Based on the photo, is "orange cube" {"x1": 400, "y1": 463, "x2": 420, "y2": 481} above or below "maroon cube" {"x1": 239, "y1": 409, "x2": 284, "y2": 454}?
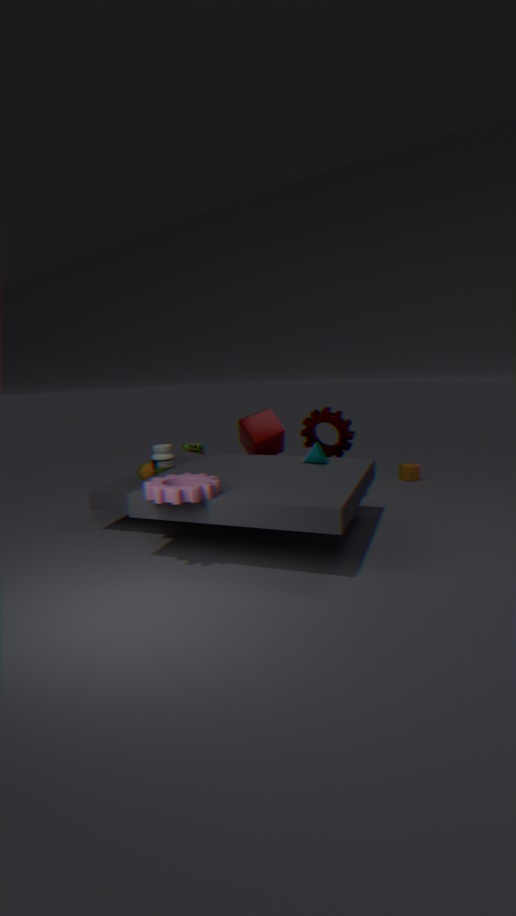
below
